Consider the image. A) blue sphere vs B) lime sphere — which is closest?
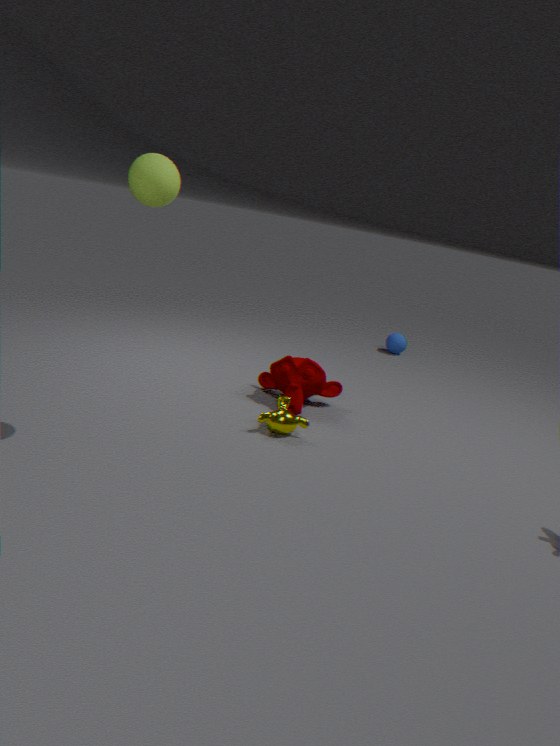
B. lime sphere
